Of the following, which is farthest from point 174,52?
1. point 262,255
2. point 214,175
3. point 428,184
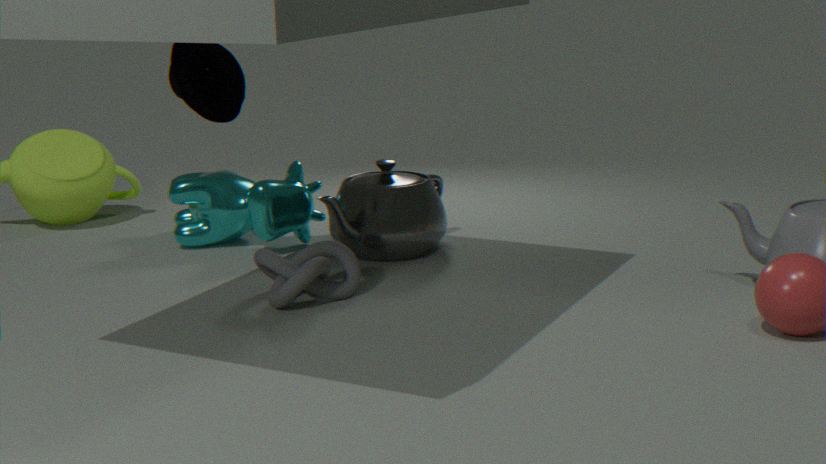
point 214,175
